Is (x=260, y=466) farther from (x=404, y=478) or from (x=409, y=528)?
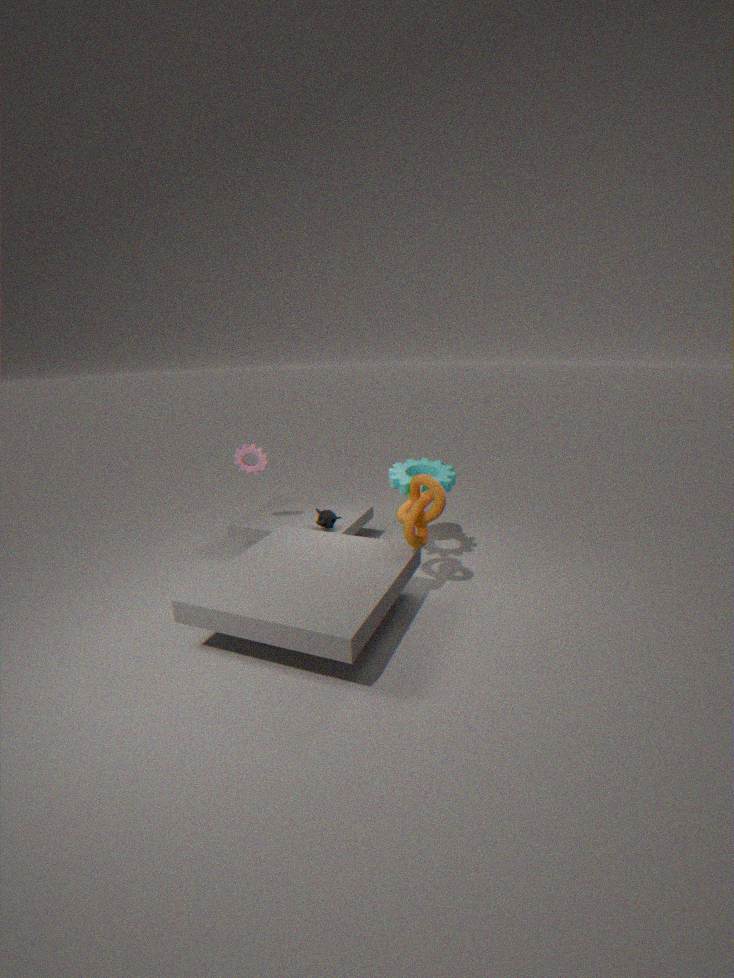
(x=409, y=528)
